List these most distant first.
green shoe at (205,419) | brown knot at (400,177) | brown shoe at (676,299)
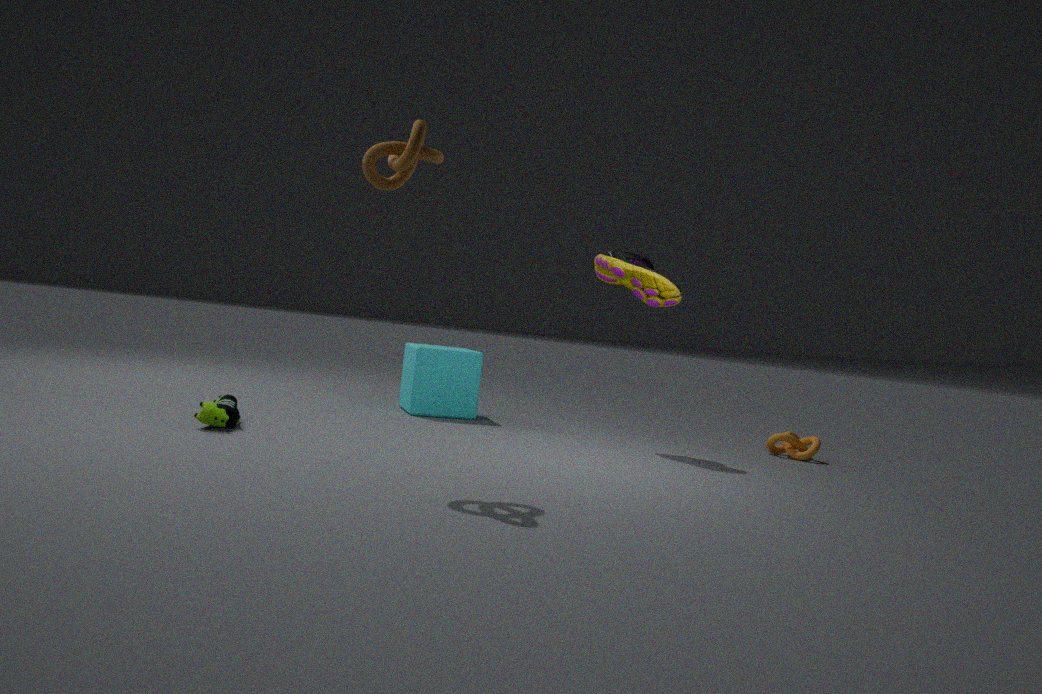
brown shoe at (676,299) → green shoe at (205,419) → brown knot at (400,177)
